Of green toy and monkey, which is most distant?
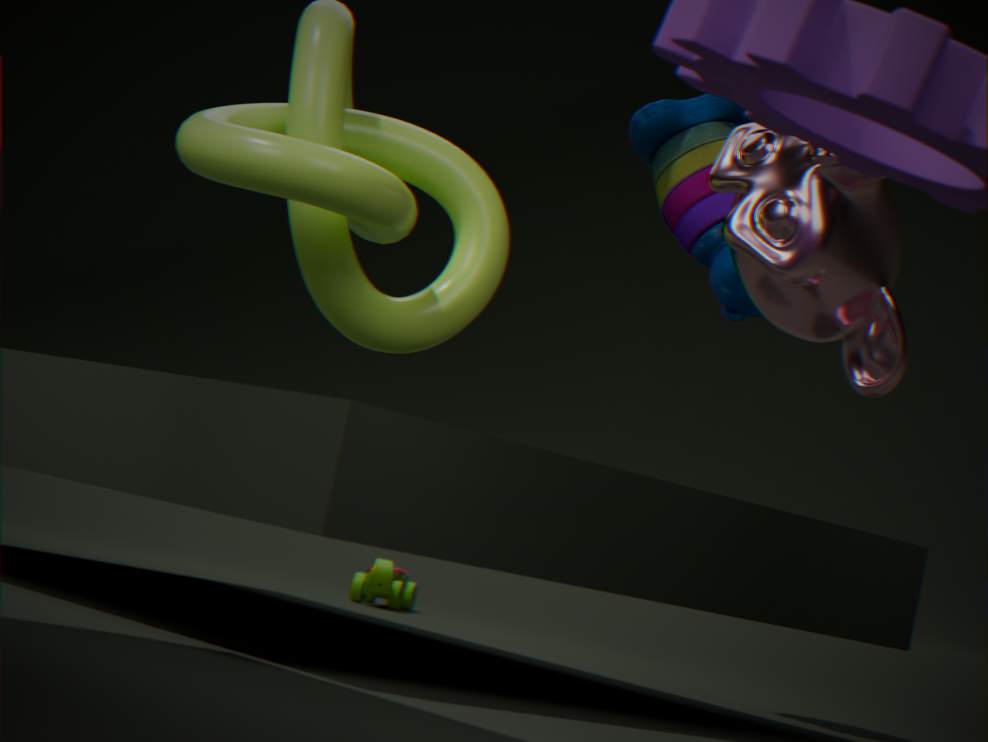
green toy
